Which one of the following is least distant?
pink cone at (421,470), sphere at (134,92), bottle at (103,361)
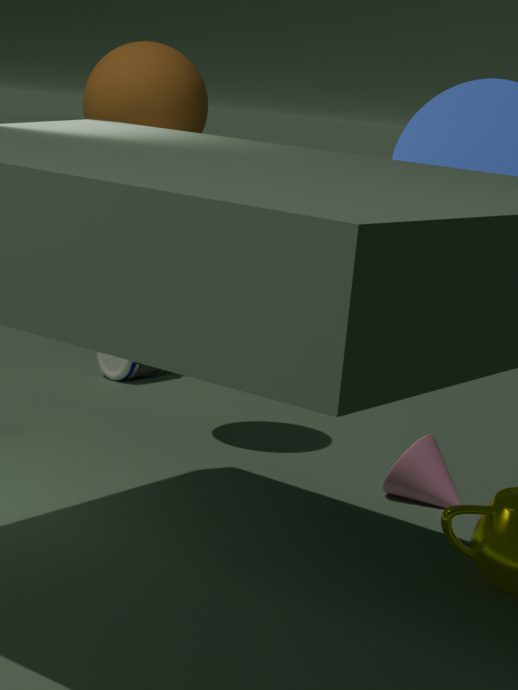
sphere at (134,92)
